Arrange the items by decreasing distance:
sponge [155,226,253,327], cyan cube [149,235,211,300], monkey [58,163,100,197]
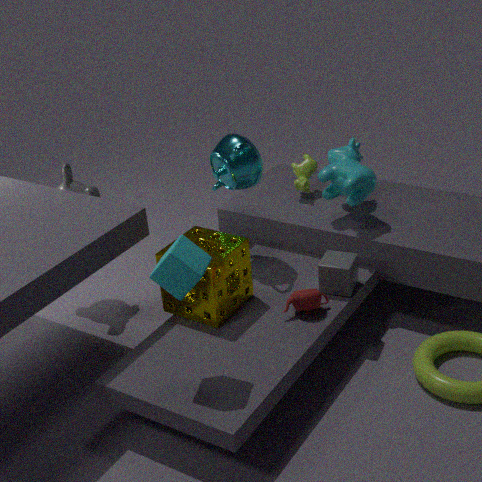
monkey [58,163,100,197] → sponge [155,226,253,327] → cyan cube [149,235,211,300]
